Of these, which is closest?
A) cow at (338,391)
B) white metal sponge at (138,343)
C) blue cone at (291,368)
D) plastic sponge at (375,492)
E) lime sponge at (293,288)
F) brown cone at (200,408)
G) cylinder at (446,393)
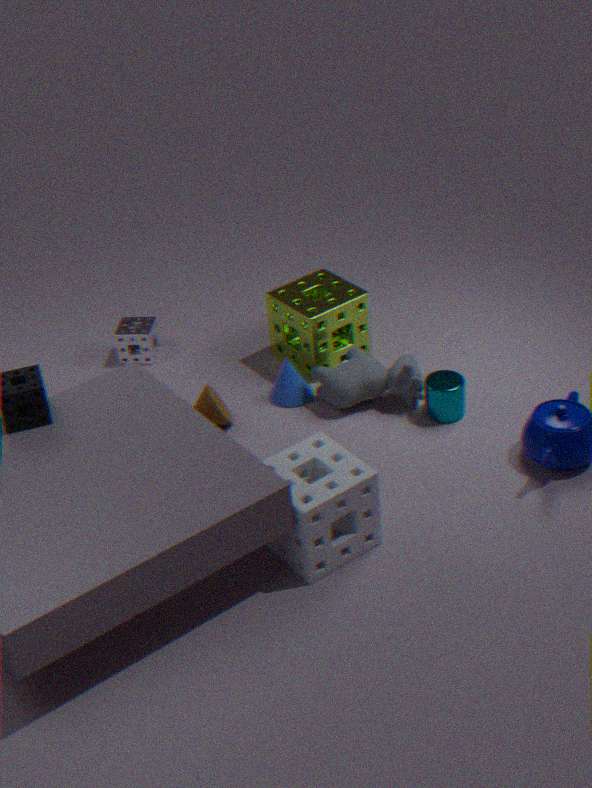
plastic sponge at (375,492)
